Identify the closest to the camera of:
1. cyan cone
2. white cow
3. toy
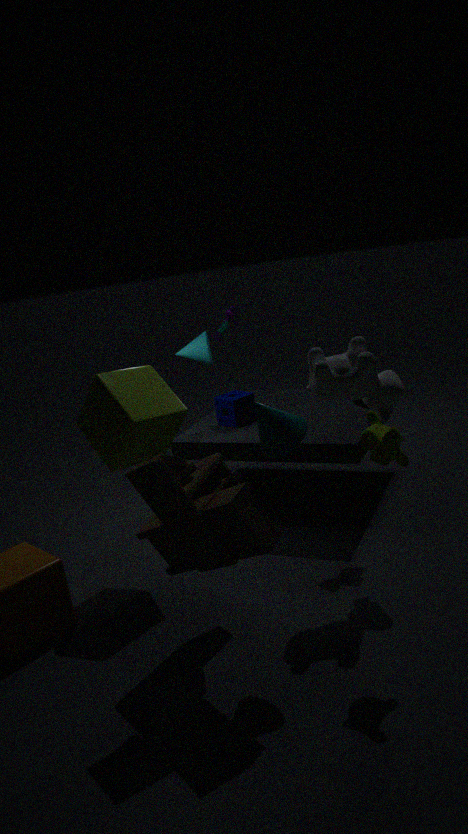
toy
